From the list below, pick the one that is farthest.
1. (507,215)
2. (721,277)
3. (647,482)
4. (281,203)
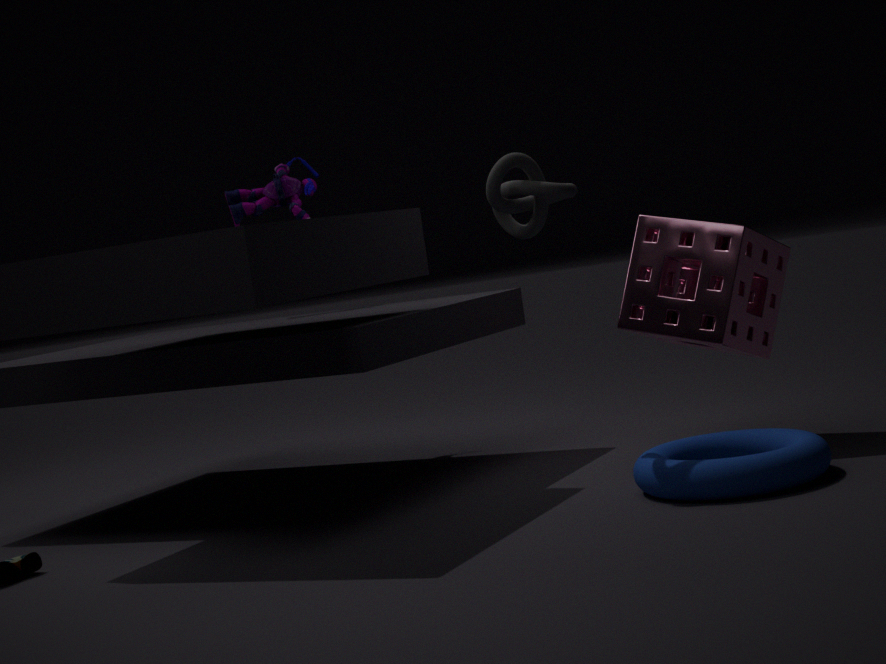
(281,203)
